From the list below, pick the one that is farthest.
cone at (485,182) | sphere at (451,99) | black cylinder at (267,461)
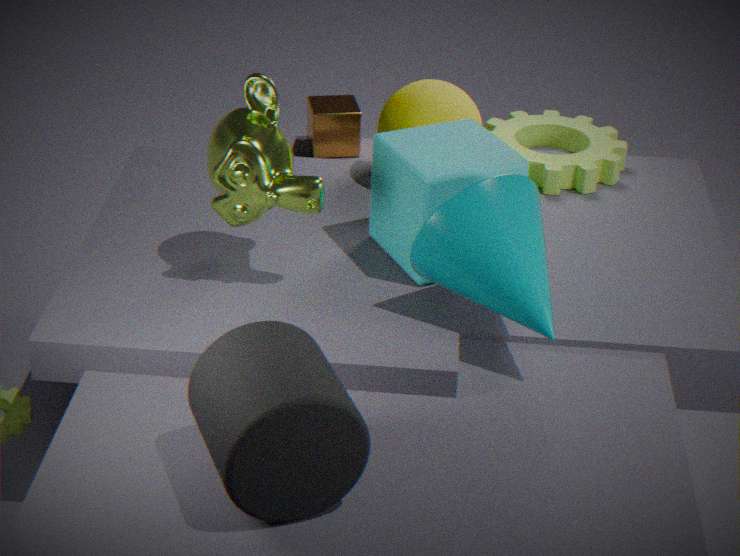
sphere at (451,99)
